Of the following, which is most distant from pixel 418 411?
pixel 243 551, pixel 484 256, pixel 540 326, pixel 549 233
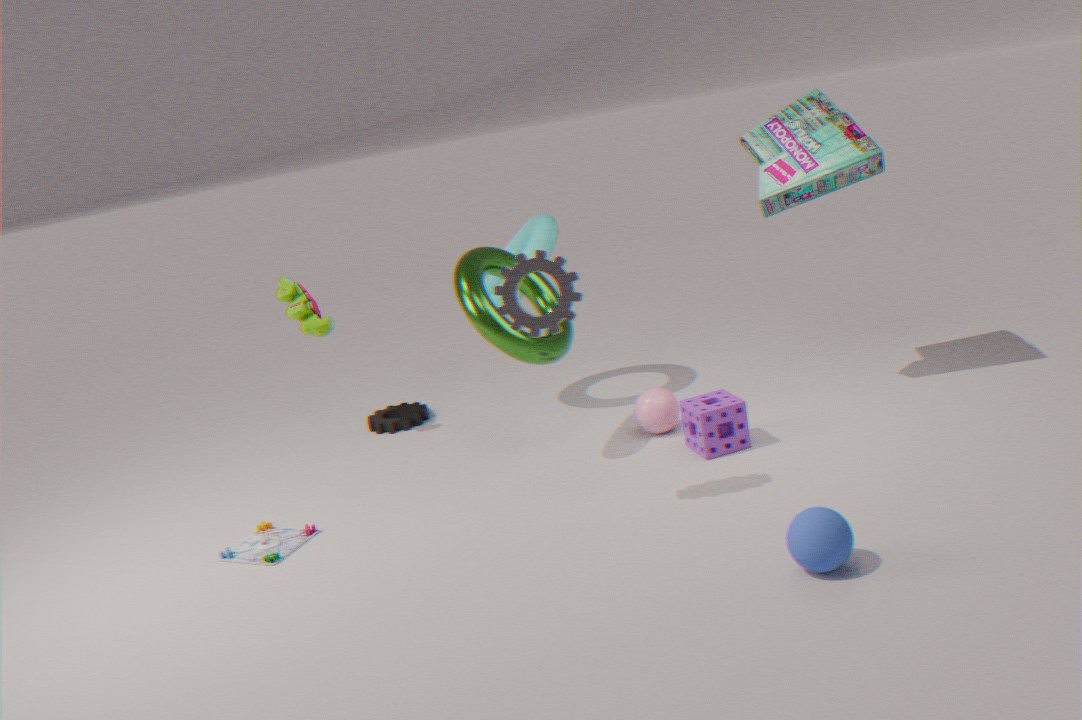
pixel 540 326
